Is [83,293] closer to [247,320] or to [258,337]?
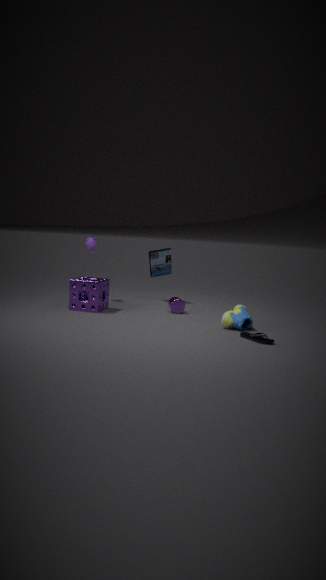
[247,320]
